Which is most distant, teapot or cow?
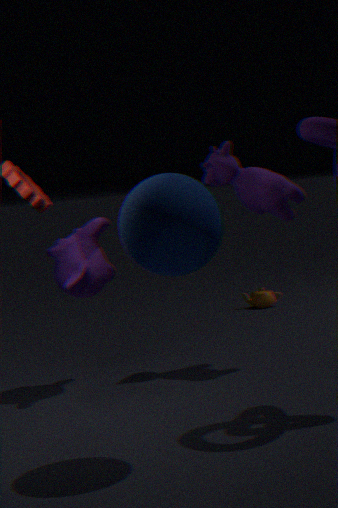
teapot
